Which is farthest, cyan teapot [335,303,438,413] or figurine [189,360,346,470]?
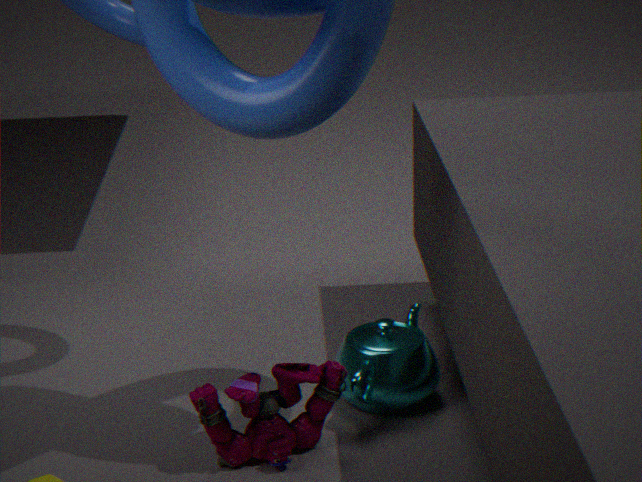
cyan teapot [335,303,438,413]
